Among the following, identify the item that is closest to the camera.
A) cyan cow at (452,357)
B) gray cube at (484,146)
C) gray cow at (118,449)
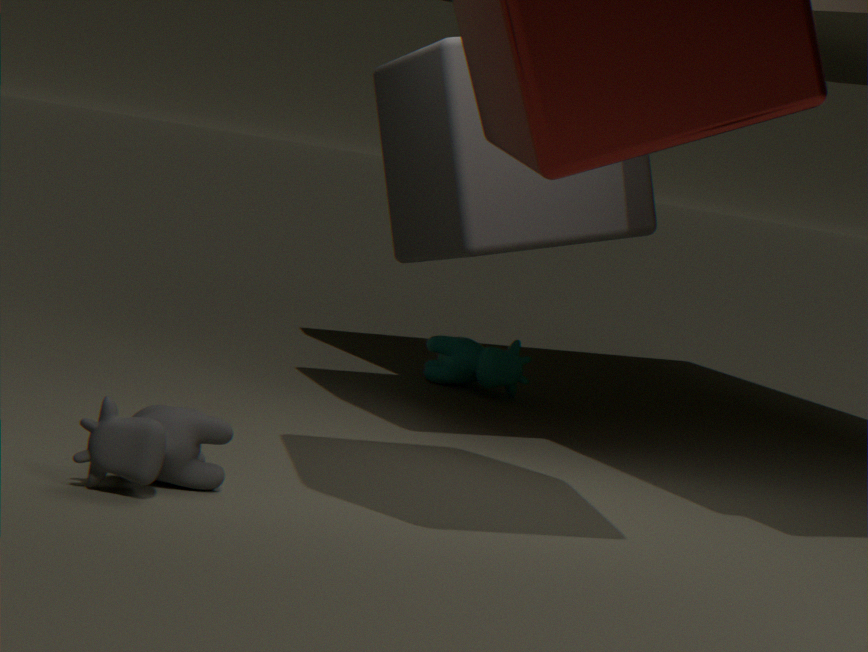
gray cow at (118,449)
